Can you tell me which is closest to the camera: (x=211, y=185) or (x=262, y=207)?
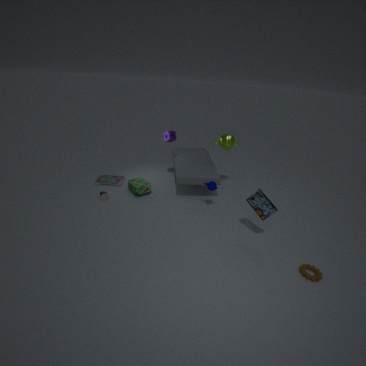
(x=262, y=207)
